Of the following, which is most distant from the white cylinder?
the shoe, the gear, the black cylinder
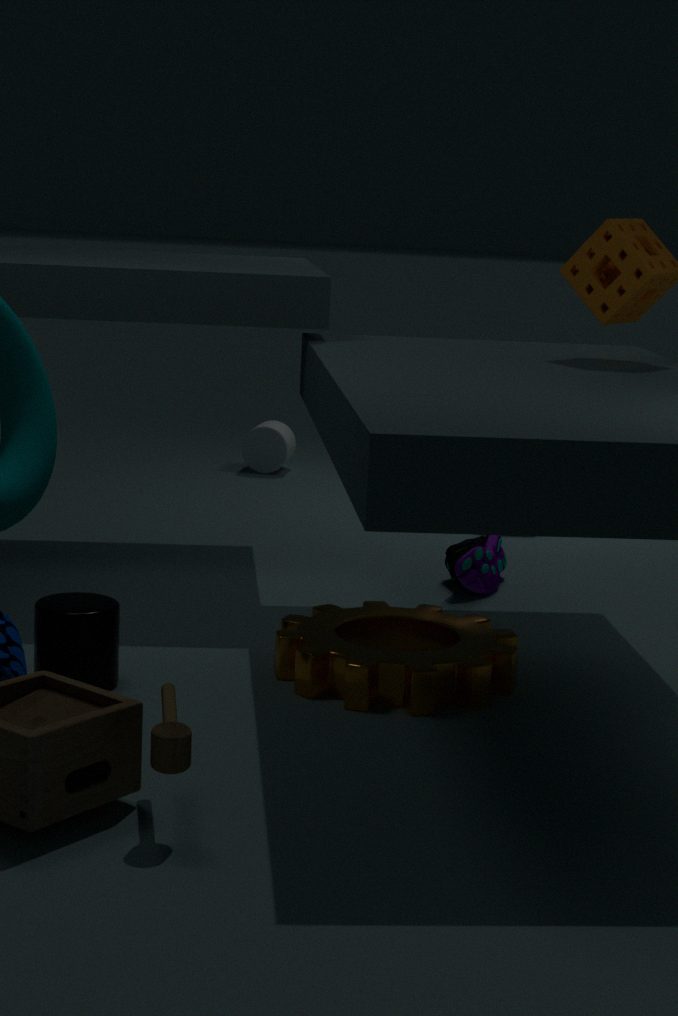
Answer: the black cylinder
